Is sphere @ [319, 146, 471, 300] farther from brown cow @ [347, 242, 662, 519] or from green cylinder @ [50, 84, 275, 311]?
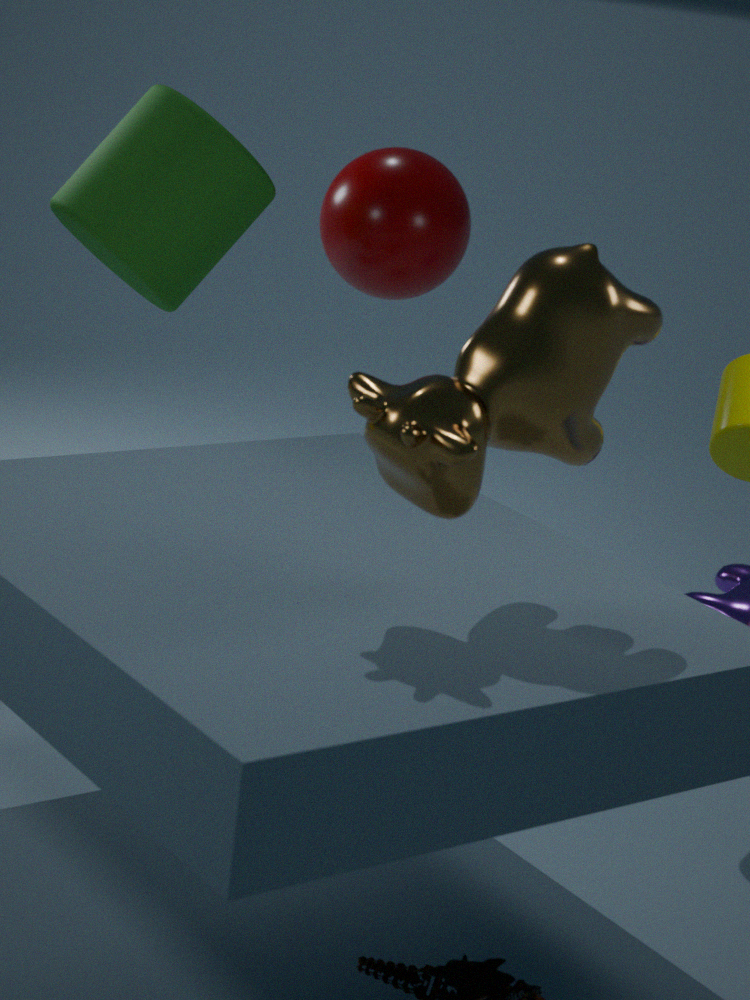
brown cow @ [347, 242, 662, 519]
